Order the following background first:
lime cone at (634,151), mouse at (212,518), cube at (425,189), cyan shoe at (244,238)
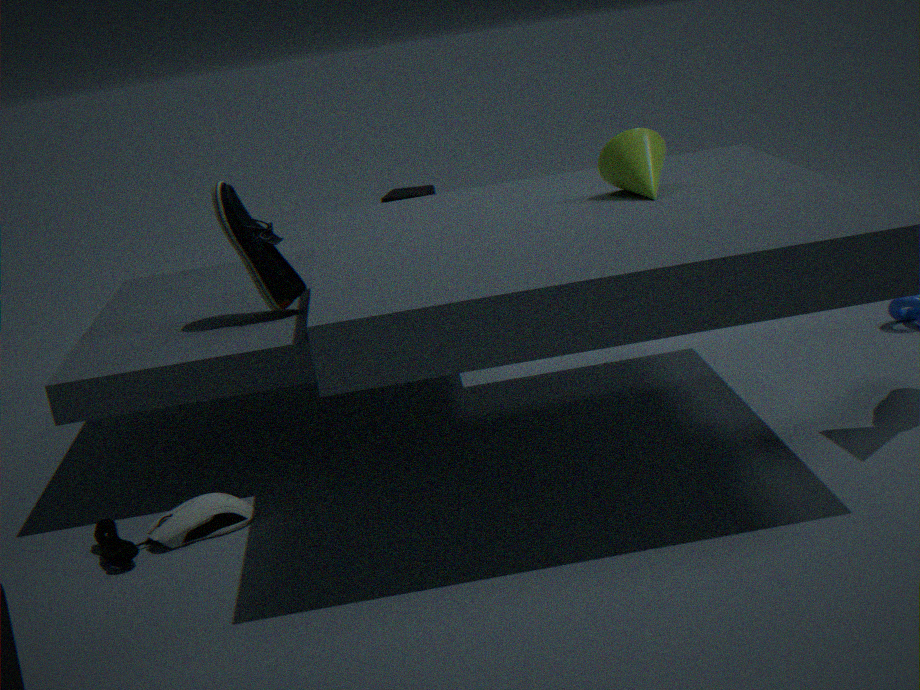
cube at (425,189) < cyan shoe at (244,238) < lime cone at (634,151) < mouse at (212,518)
